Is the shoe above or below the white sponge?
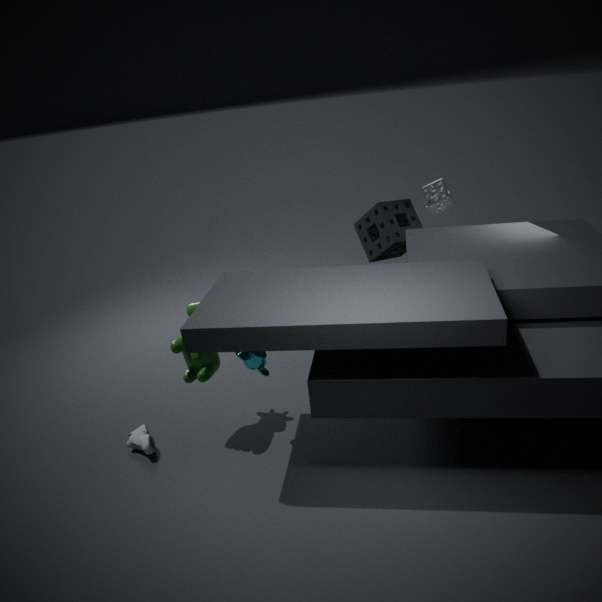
below
